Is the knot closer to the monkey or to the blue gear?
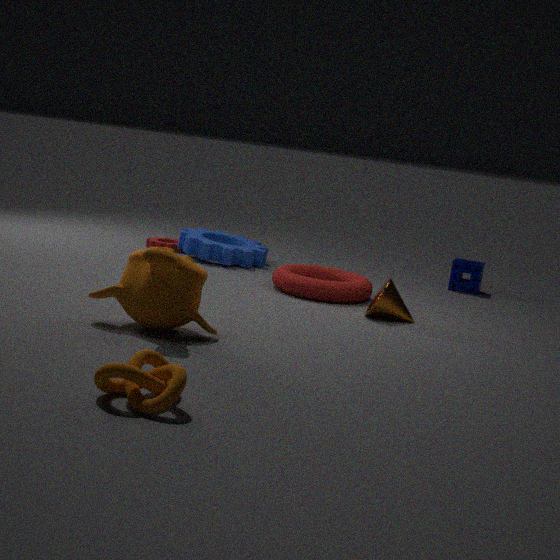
the monkey
